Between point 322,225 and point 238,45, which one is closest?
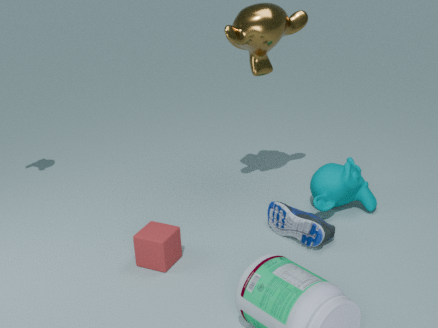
point 322,225
